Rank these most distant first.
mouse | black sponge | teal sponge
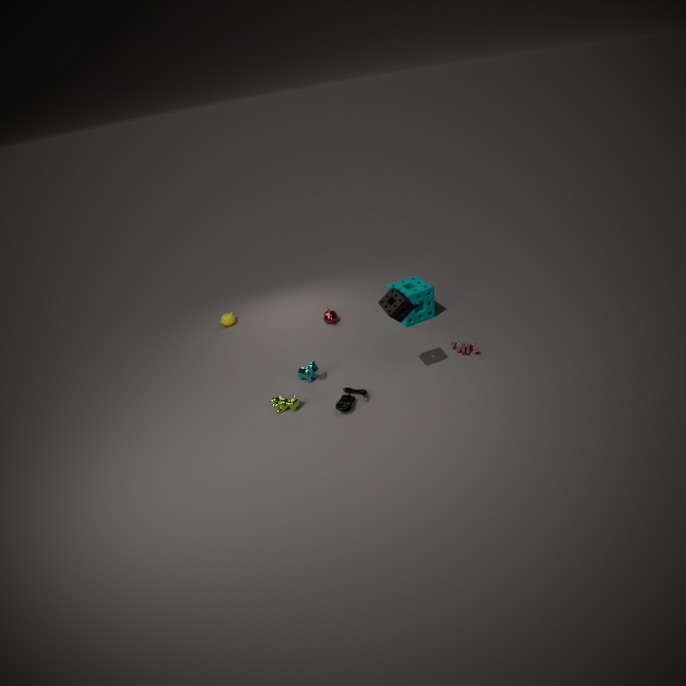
teal sponge → mouse → black sponge
